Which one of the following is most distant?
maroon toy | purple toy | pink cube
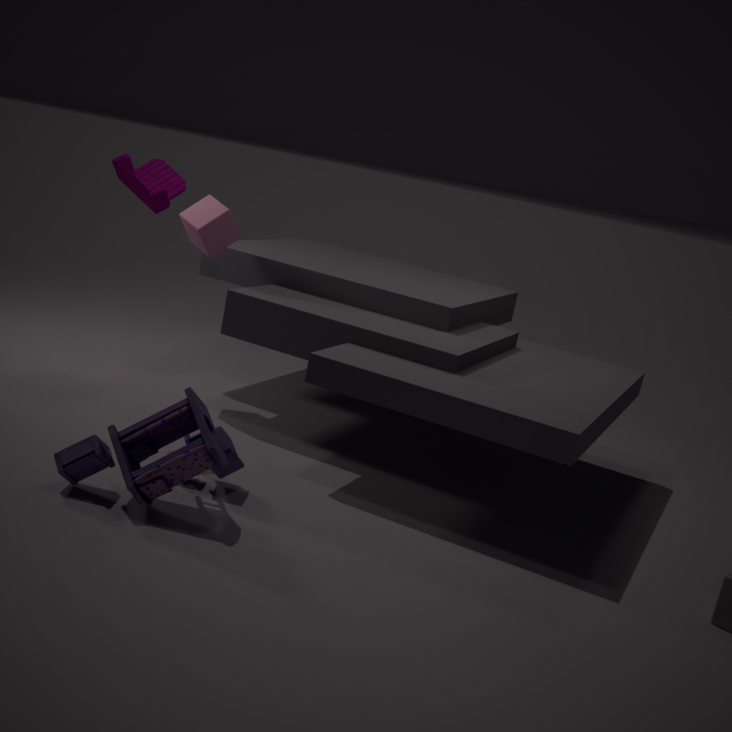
pink cube
